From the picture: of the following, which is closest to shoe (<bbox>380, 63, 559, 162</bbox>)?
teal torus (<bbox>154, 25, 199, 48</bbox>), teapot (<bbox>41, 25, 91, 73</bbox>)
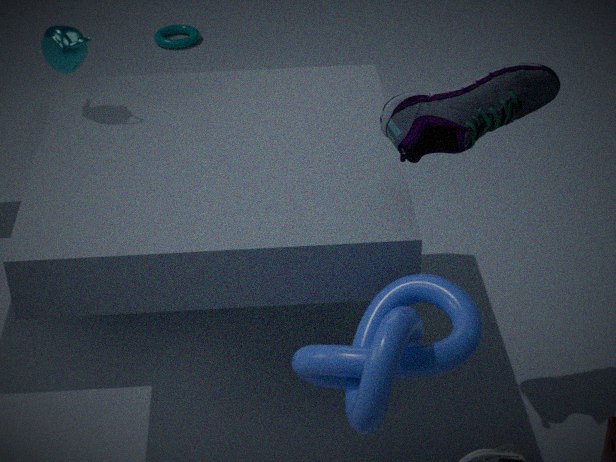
teapot (<bbox>41, 25, 91, 73</bbox>)
